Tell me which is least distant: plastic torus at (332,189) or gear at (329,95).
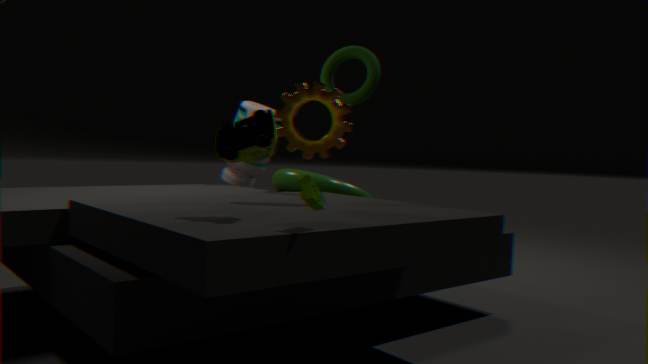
gear at (329,95)
